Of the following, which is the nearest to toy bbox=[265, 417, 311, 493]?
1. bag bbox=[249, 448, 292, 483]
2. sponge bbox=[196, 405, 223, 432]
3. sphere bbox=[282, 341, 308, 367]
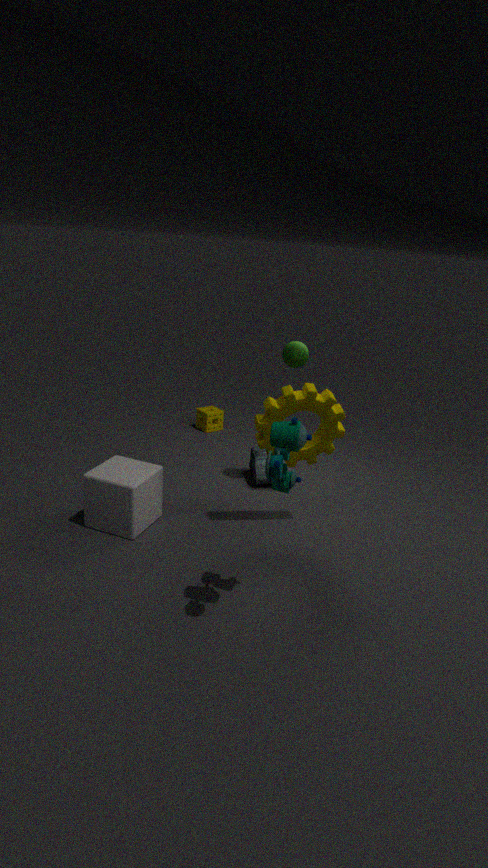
sphere bbox=[282, 341, 308, 367]
